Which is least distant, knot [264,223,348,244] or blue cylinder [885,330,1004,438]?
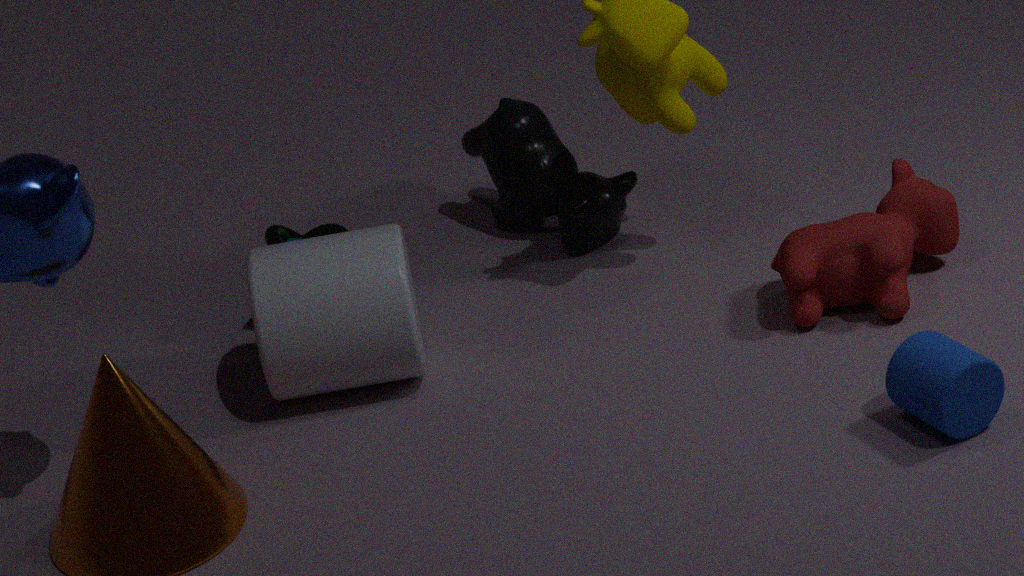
blue cylinder [885,330,1004,438]
